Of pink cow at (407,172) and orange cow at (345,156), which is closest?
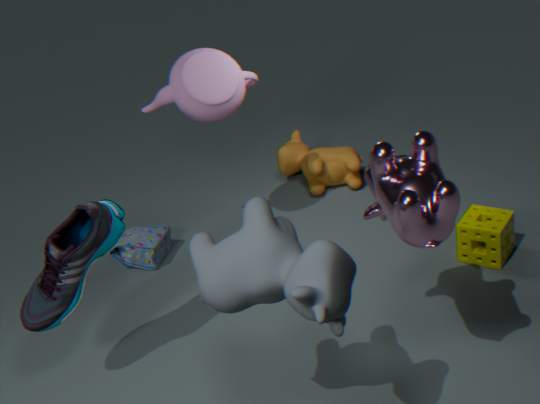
pink cow at (407,172)
